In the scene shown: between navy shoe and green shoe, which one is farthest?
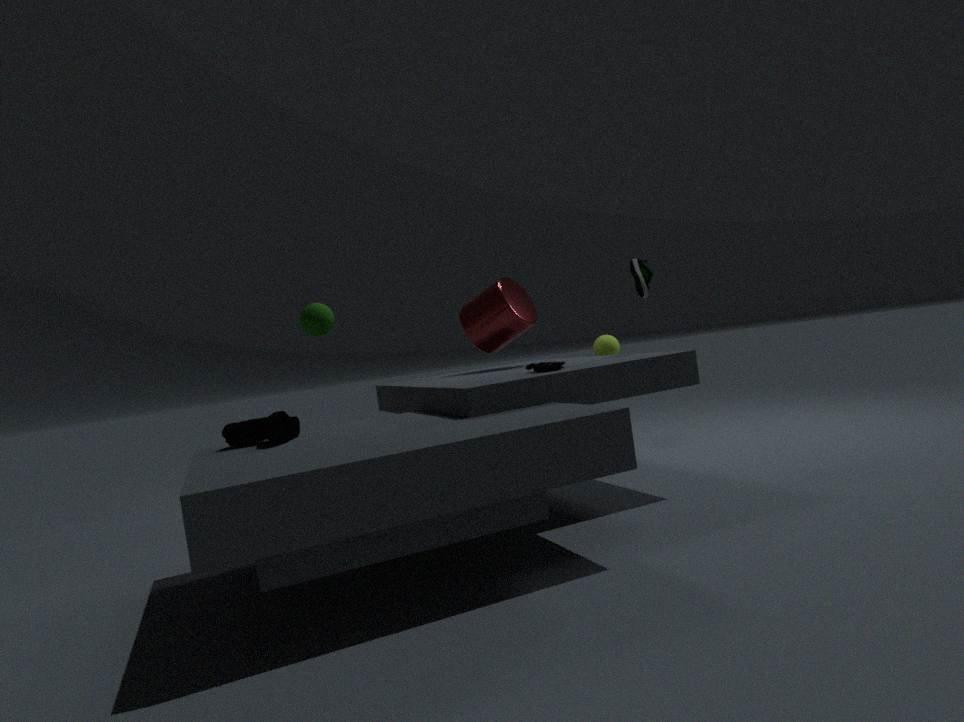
green shoe
